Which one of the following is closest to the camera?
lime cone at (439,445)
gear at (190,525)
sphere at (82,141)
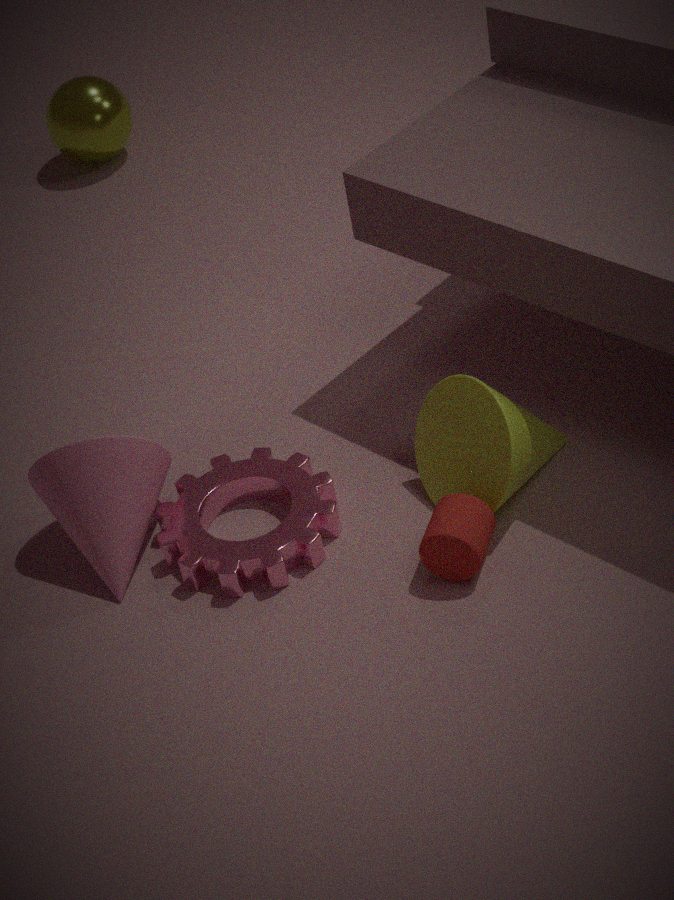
lime cone at (439,445)
